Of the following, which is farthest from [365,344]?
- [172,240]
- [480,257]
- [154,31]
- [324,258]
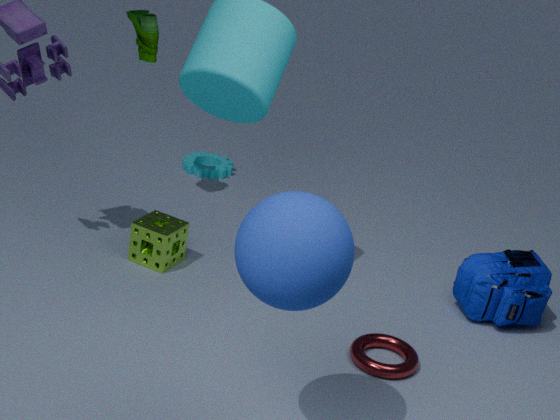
[154,31]
